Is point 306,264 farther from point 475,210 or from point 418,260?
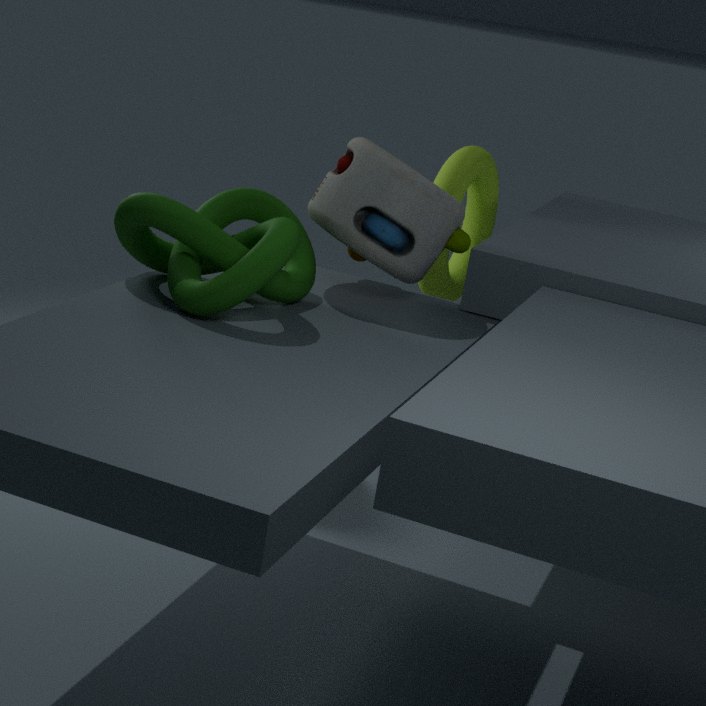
point 475,210
